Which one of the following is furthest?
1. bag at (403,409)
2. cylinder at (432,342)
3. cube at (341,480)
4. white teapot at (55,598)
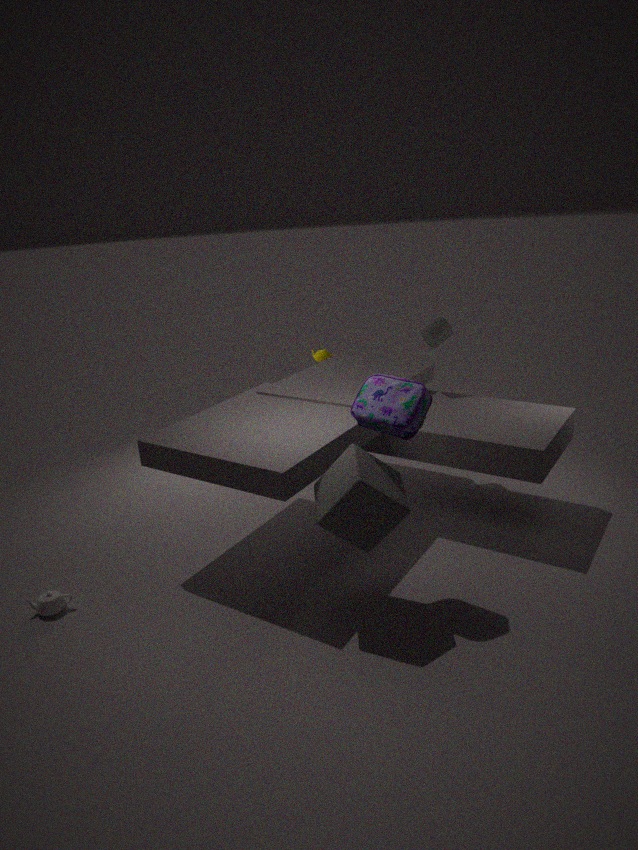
cylinder at (432,342)
